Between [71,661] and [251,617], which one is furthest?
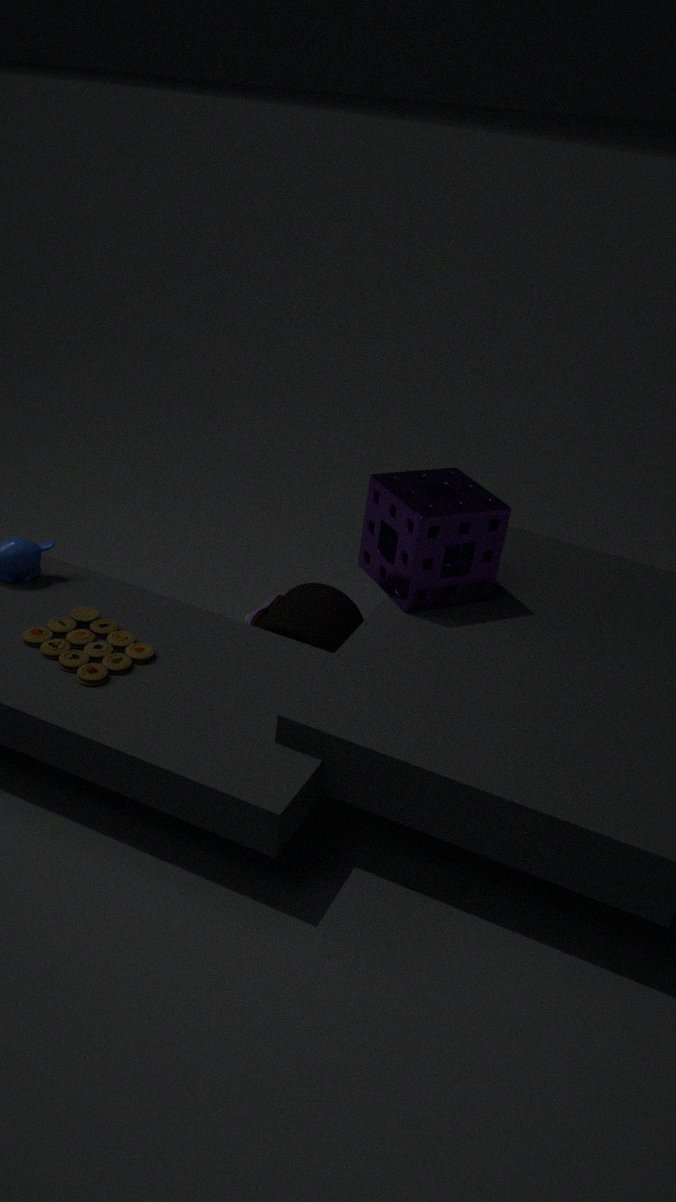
[251,617]
